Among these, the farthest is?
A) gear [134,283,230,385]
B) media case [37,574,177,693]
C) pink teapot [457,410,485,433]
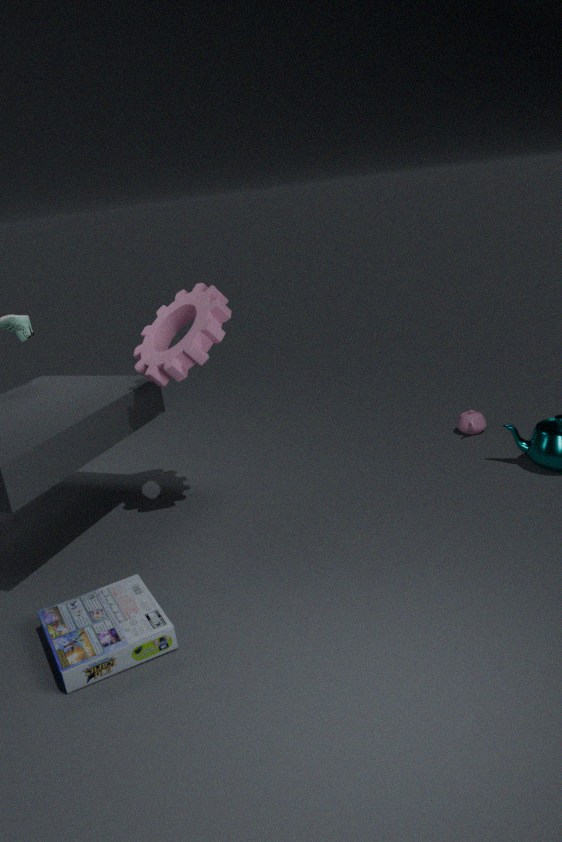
pink teapot [457,410,485,433]
